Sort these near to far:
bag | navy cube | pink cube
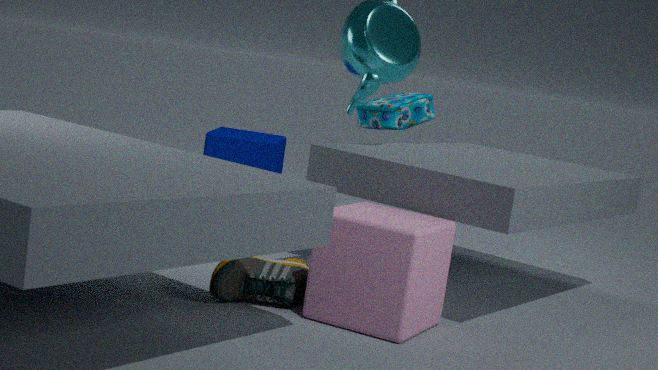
pink cube → bag → navy cube
